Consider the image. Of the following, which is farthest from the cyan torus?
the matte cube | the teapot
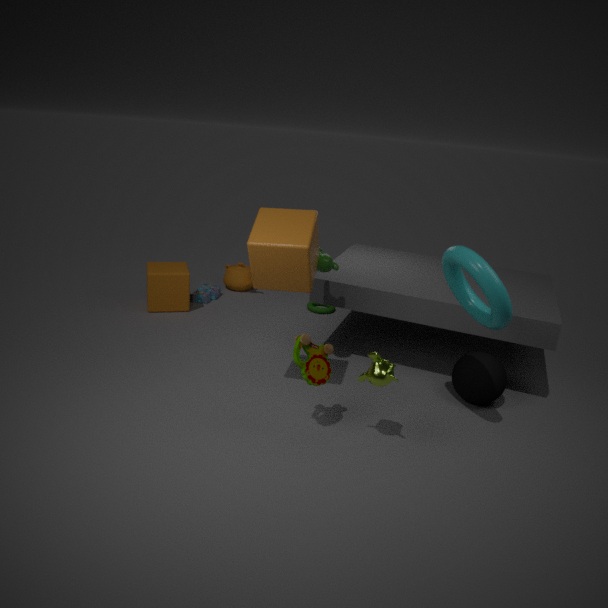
the teapot
